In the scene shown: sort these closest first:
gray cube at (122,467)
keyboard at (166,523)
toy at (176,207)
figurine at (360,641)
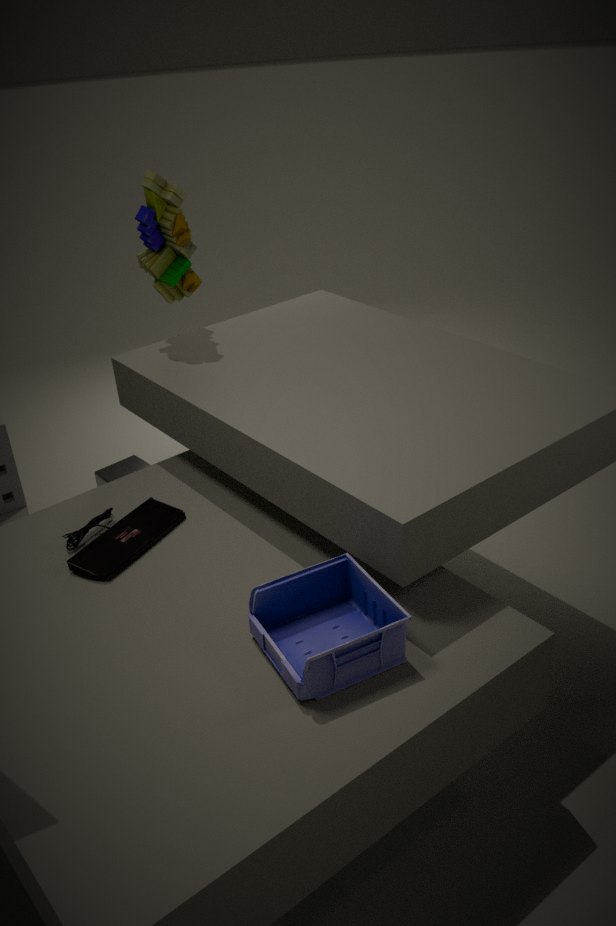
figurine at (360,641)
keyboard at (166,523)
toy at (176,207)
gray cube at (122,467)
